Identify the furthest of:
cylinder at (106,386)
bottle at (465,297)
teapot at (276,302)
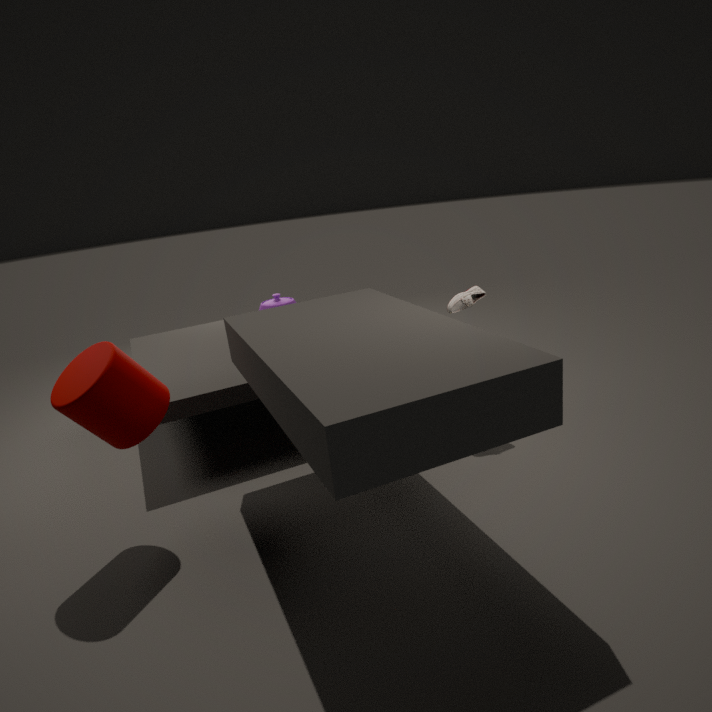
teapot at (276,302)
